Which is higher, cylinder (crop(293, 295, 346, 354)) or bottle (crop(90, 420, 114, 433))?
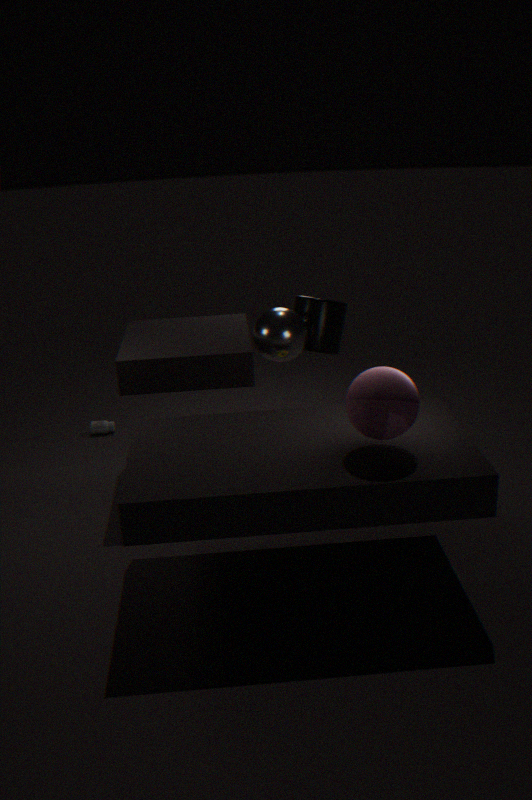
cylinder (crop(293, 295, 346, 354))
